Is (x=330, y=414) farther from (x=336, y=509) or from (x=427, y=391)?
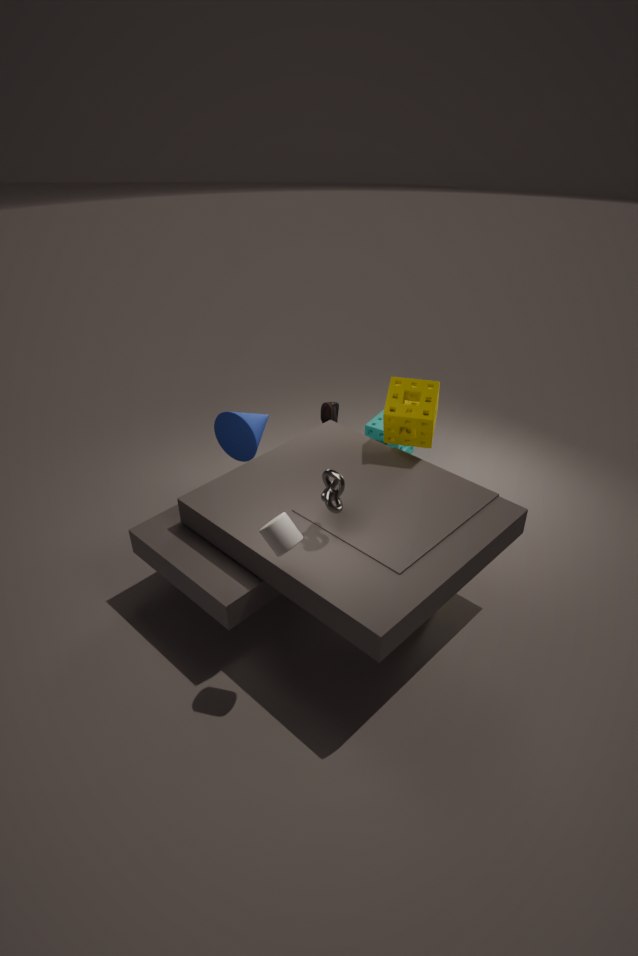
(x=336, y=509)
